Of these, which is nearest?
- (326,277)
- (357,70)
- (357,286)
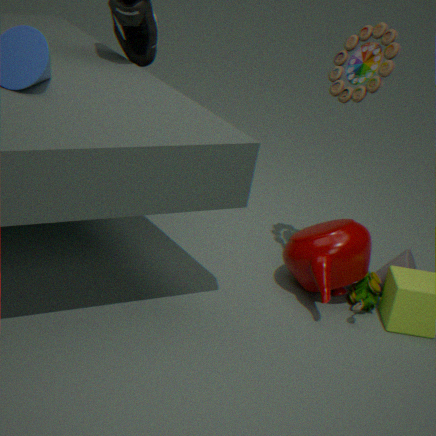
(326,277)
